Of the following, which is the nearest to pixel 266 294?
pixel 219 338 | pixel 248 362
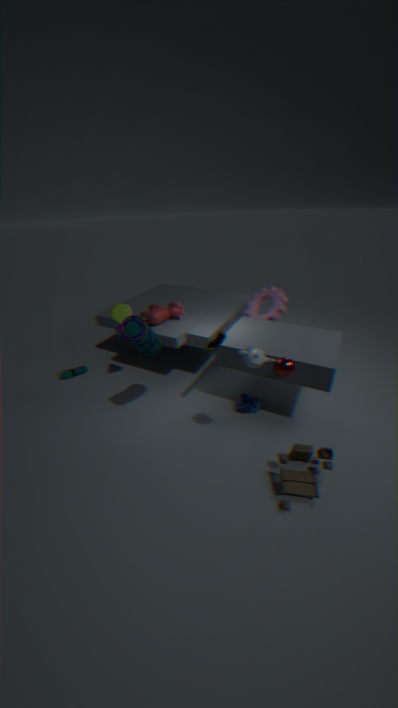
pixel 219 338
